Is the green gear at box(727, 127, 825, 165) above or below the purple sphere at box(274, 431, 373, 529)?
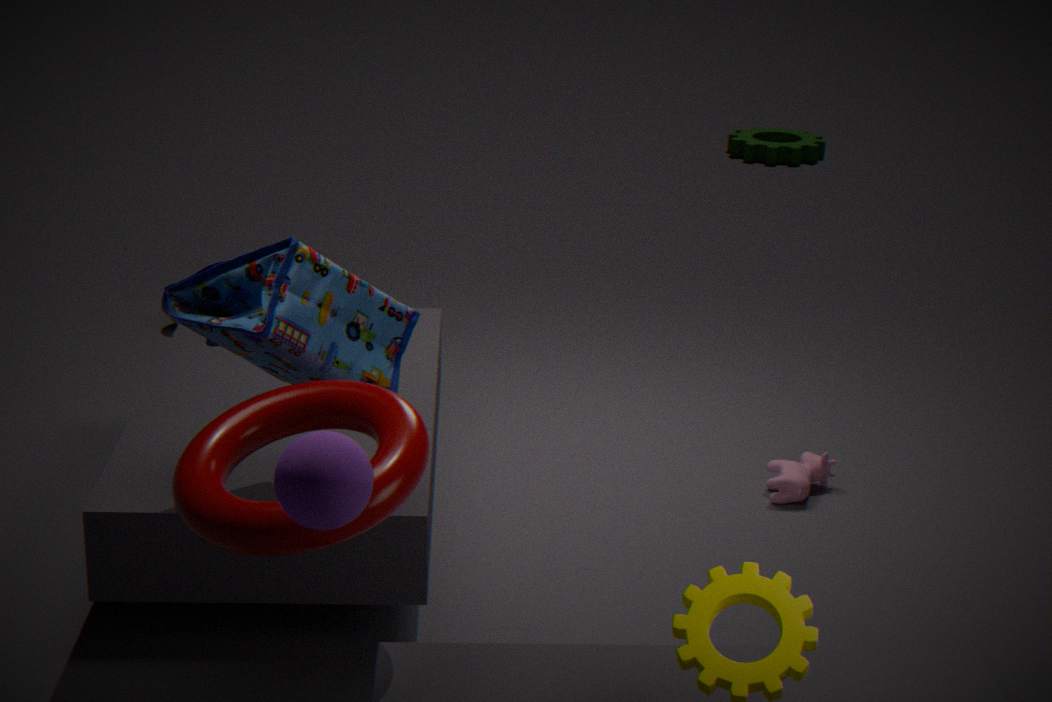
below
